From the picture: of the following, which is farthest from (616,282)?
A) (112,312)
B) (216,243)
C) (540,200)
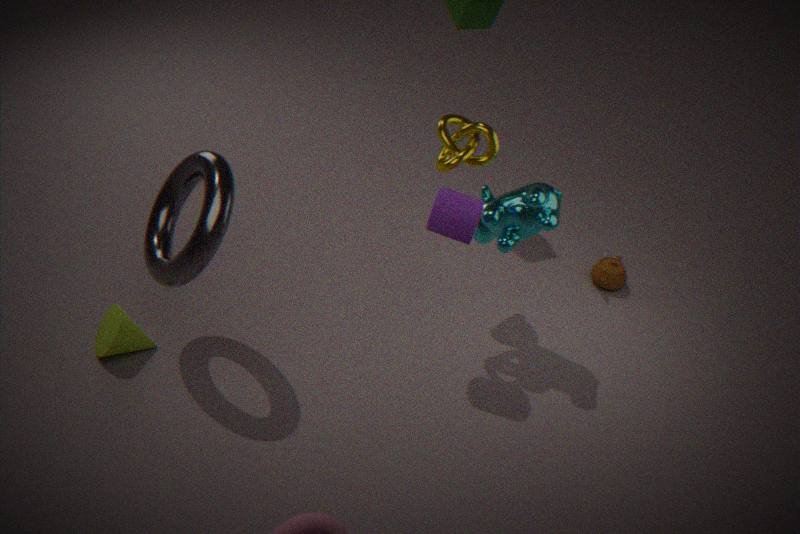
(112,312)
